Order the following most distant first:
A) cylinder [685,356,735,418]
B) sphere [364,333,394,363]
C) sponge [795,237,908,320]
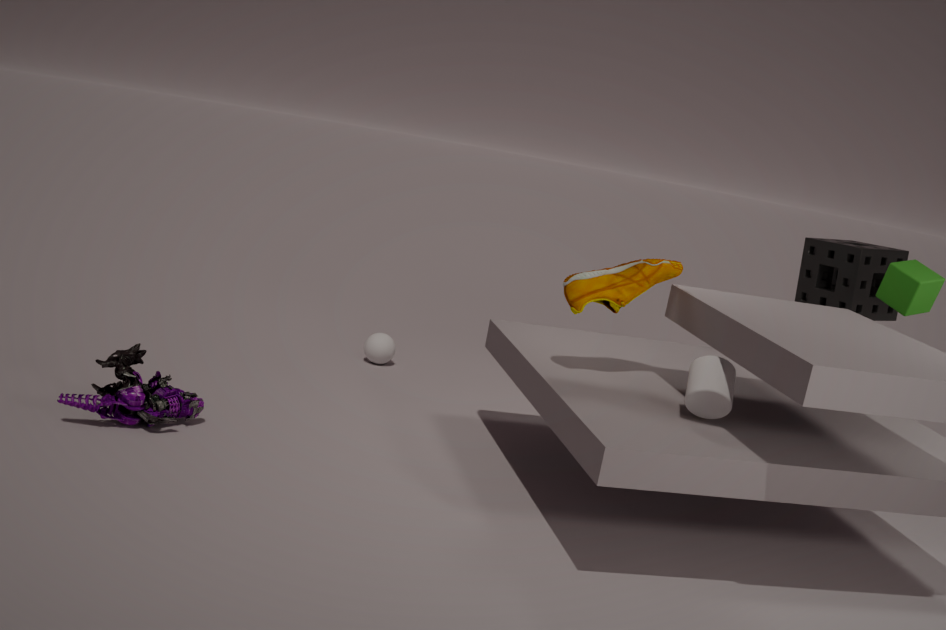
sphere [364,333,394,363] < sponge [795,237,908,320] < cylinder [685,356,735,418]
